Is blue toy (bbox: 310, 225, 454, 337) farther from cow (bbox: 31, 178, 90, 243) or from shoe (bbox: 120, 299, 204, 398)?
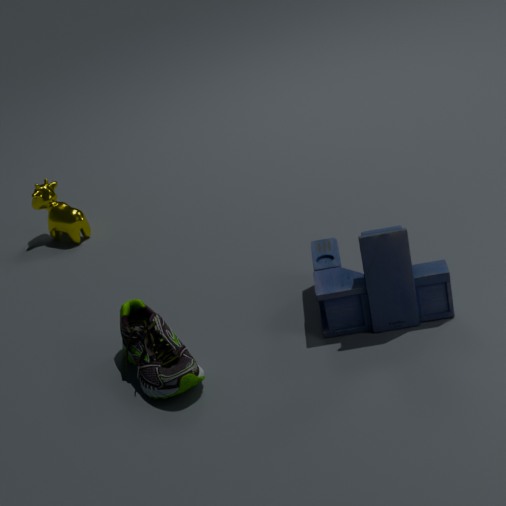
cow (bbox: 31, 178, 90, 243)
